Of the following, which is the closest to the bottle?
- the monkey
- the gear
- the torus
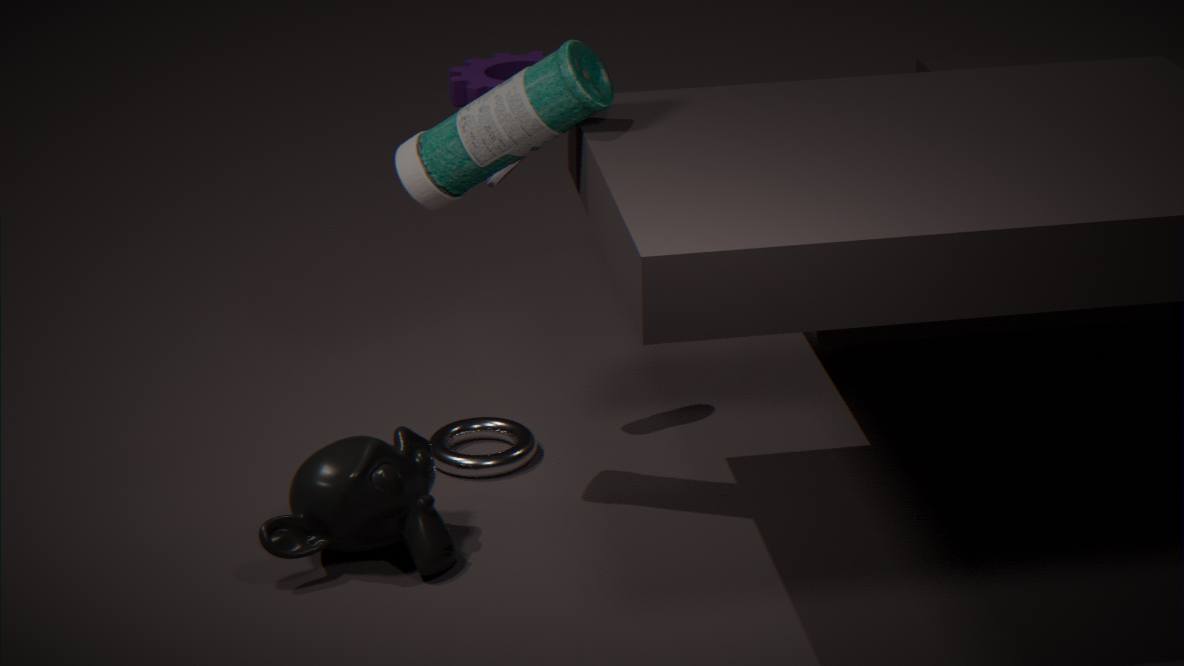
the monkey
